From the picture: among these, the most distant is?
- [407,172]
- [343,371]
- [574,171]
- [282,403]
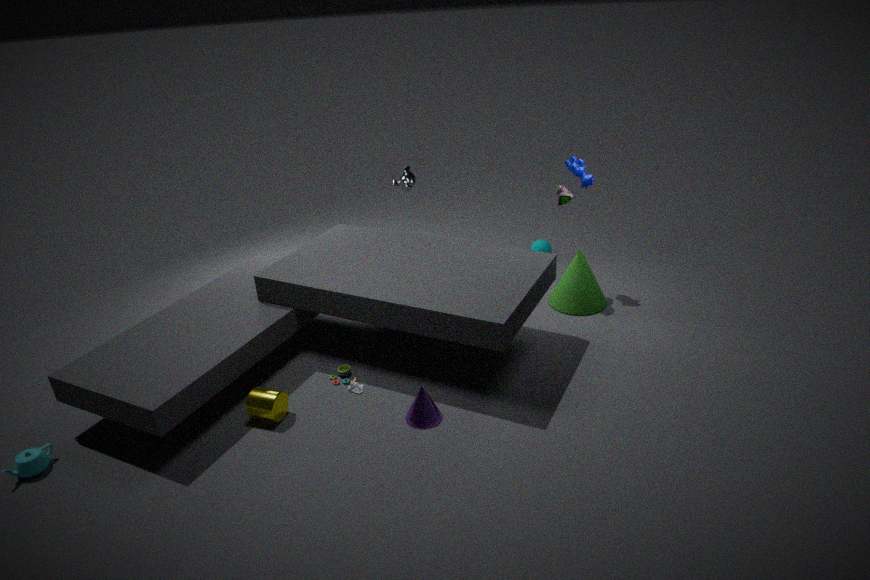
[407,172]
